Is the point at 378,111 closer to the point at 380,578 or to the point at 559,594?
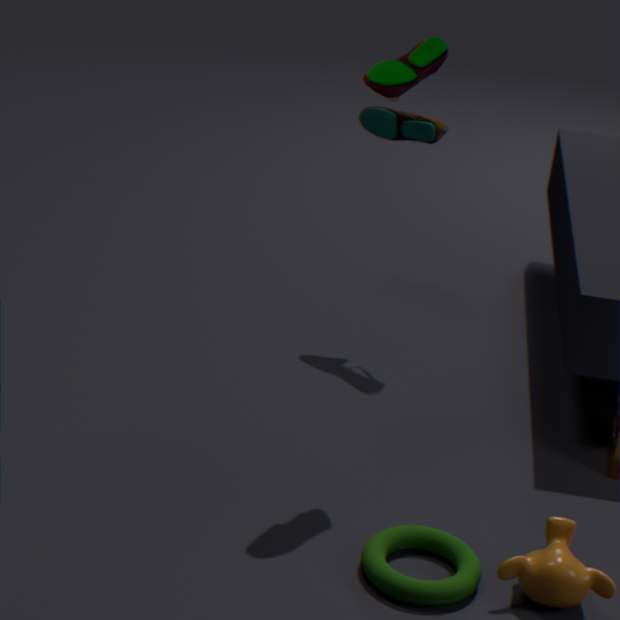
the point at 380,578
